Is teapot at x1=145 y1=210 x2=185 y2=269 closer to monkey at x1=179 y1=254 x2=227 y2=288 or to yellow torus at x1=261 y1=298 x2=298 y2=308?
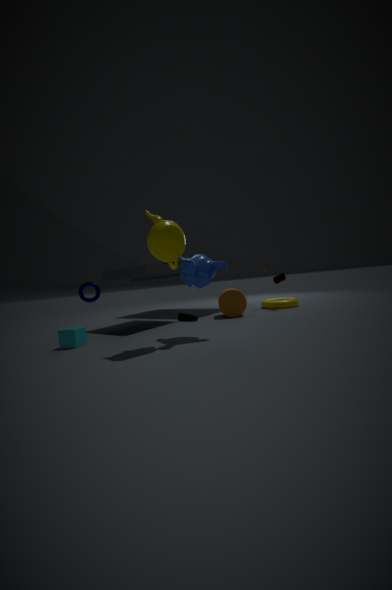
monkey at x1=179 y1=254 x2=227 y2=288
